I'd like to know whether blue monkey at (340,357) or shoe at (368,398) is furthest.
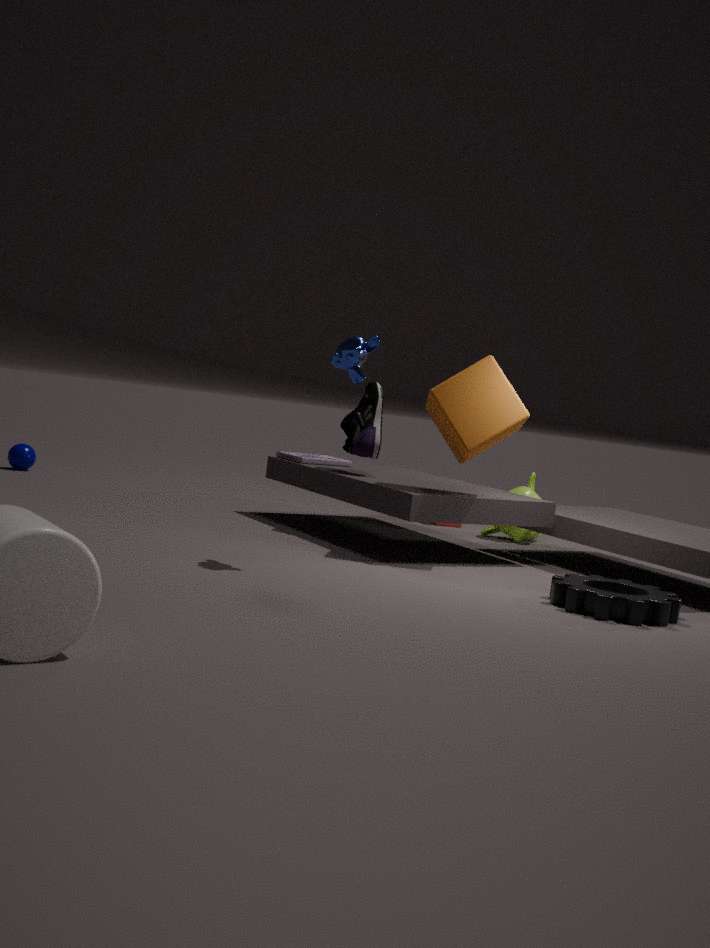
shoe at (368,398)
